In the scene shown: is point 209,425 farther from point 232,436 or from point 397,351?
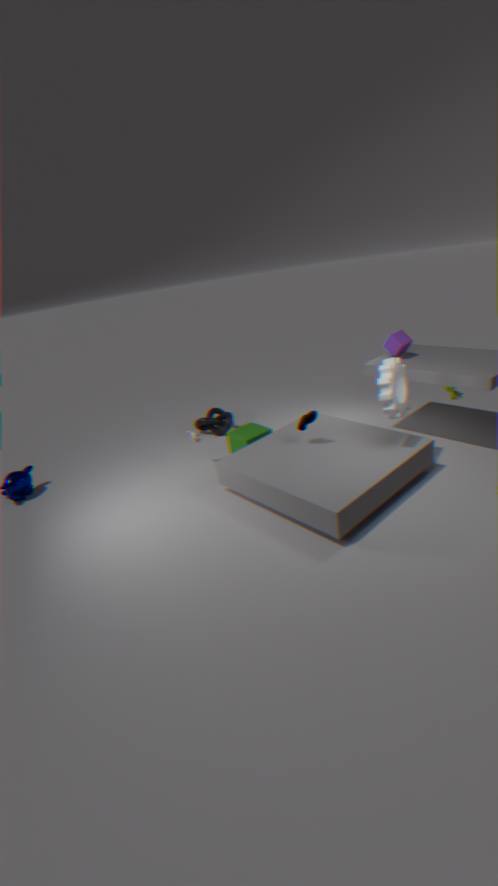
point 397,351
